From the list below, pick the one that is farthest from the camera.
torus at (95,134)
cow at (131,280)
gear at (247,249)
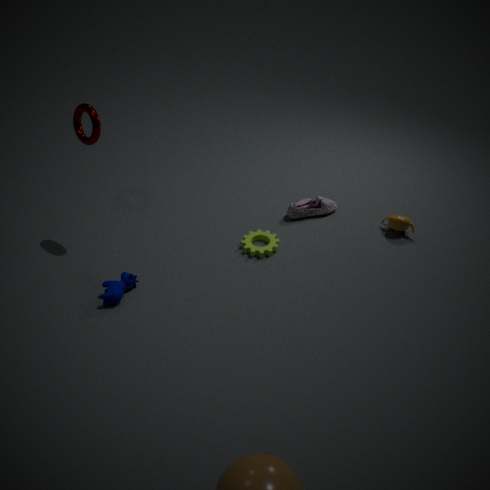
gear at (247,249)
